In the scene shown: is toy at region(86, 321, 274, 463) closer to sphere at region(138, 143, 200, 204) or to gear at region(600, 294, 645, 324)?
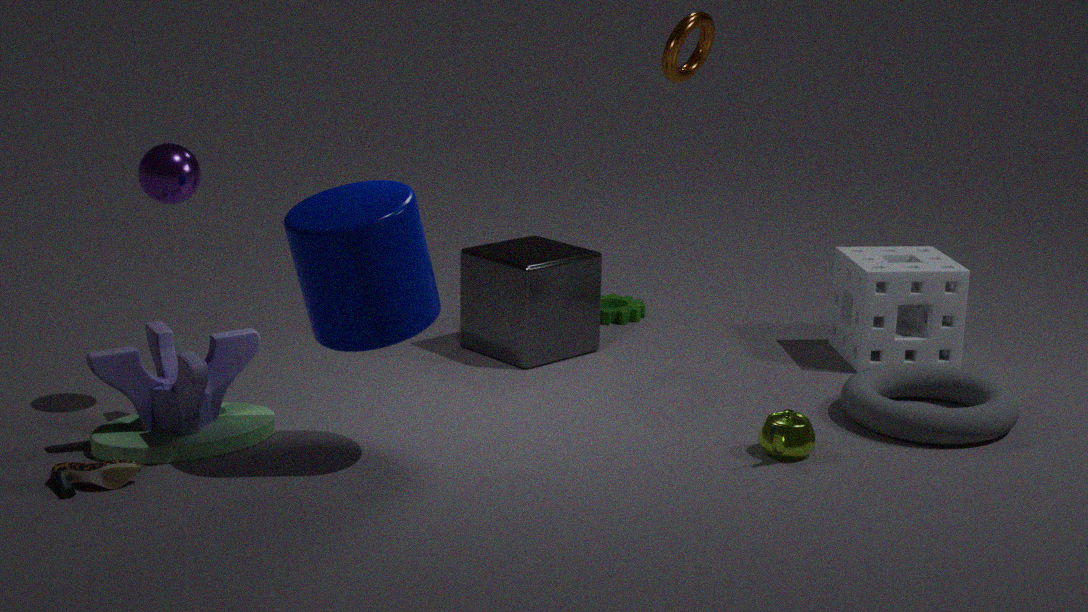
sphere at region(138, 143, 200, 204)
